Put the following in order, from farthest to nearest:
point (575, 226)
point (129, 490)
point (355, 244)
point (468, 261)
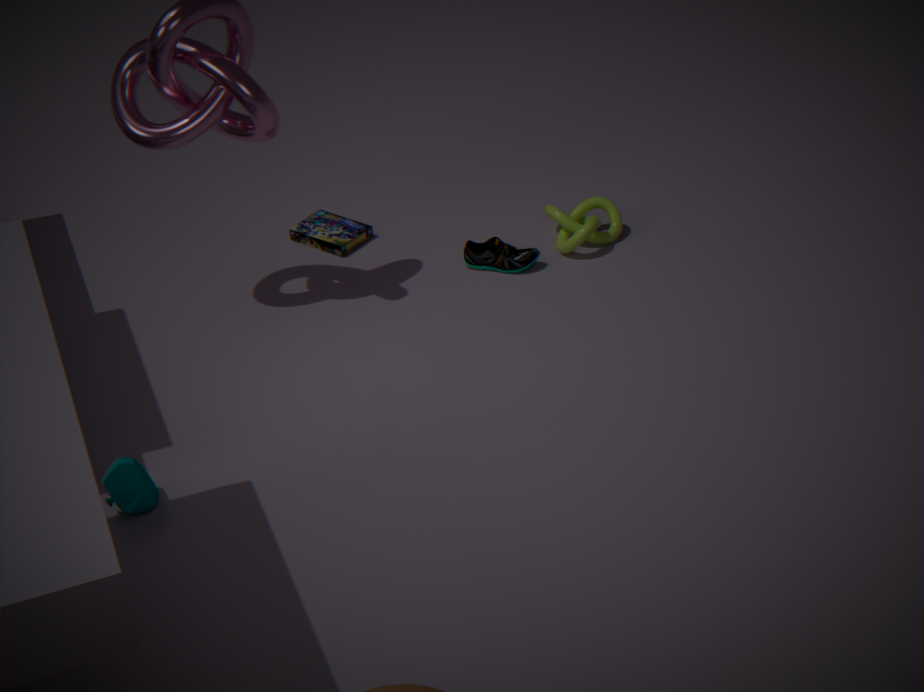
point (355, 244), point (575, 226), point (468, 261), point (129, 490)
